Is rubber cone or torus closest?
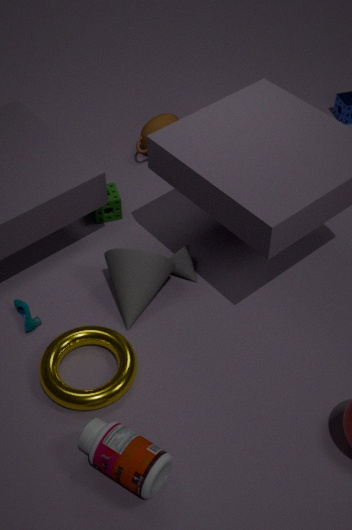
torus
